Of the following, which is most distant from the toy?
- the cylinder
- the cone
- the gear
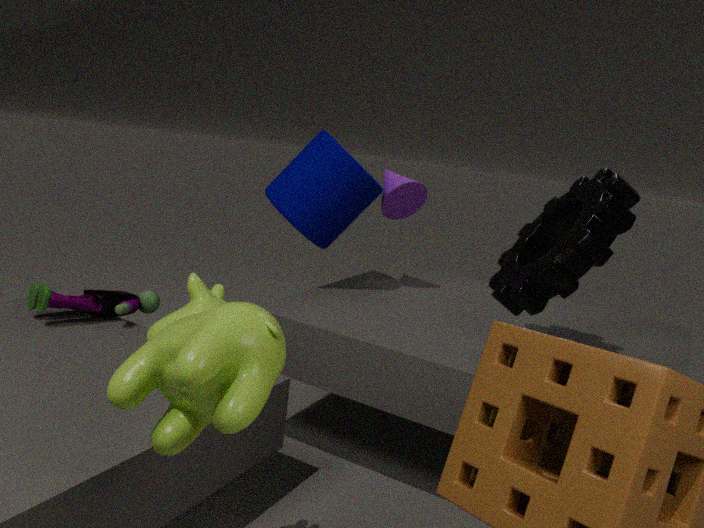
the gear
